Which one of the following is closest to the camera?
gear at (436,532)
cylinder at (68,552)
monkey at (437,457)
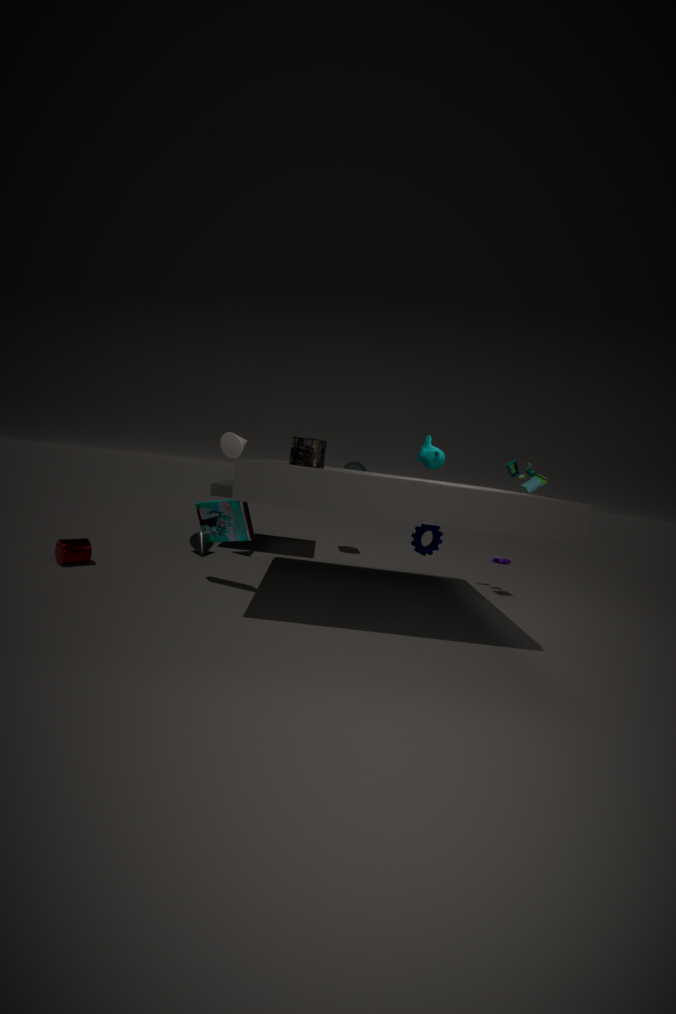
monkey at (437,457)
